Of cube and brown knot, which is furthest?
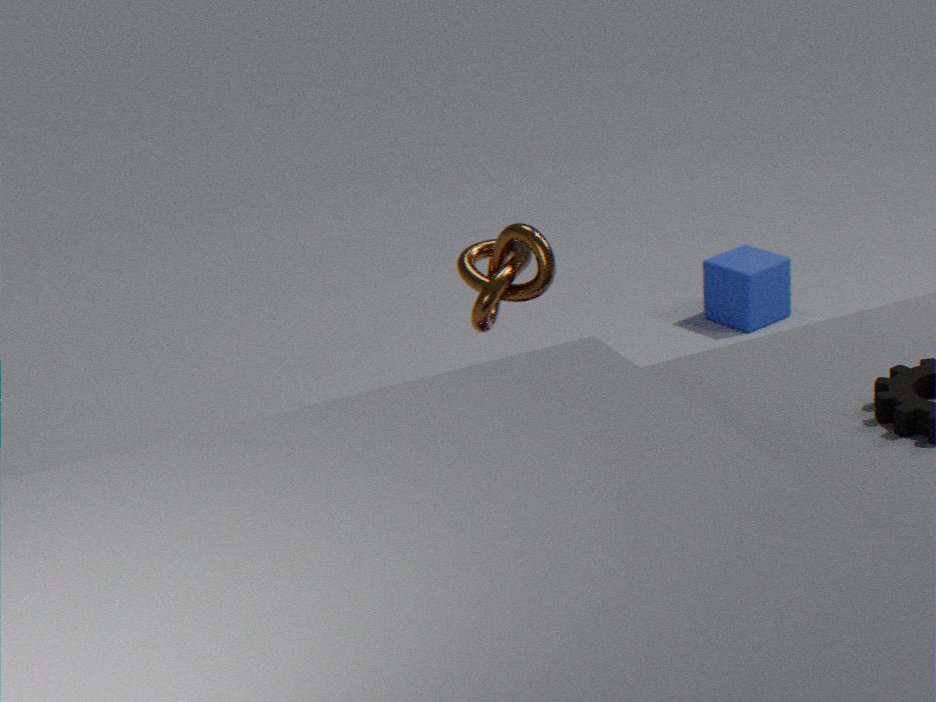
cube
